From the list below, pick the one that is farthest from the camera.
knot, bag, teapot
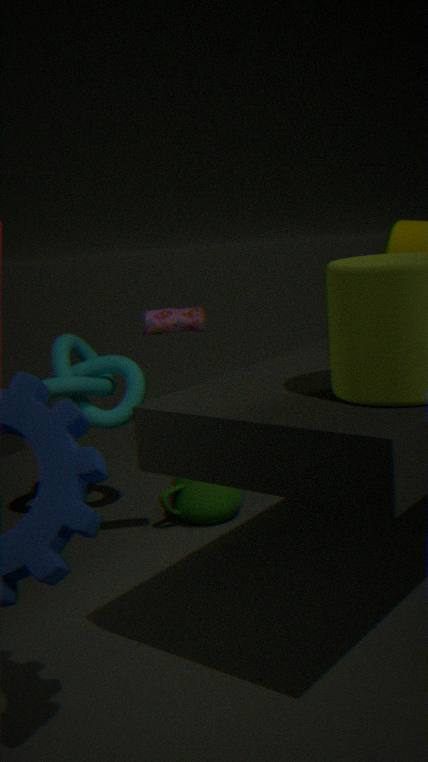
teapot
